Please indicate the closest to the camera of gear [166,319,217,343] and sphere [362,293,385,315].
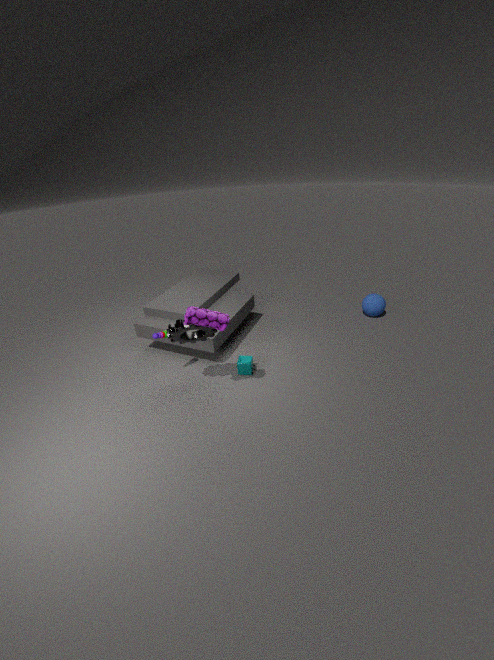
gear [166,319,217,343]
